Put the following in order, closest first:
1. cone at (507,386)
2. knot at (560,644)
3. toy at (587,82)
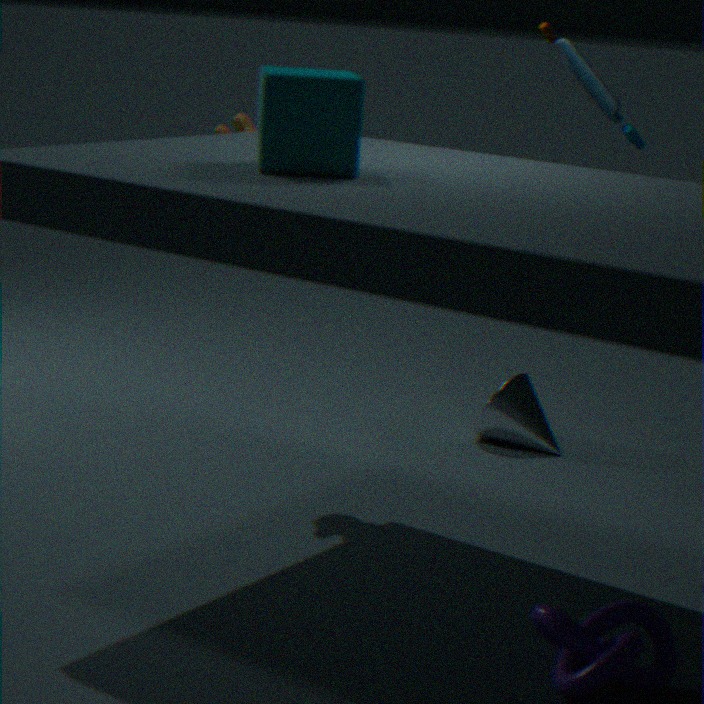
1. knot at (560,644)
2. toy at (587,82)
3. cone at (507,386)
